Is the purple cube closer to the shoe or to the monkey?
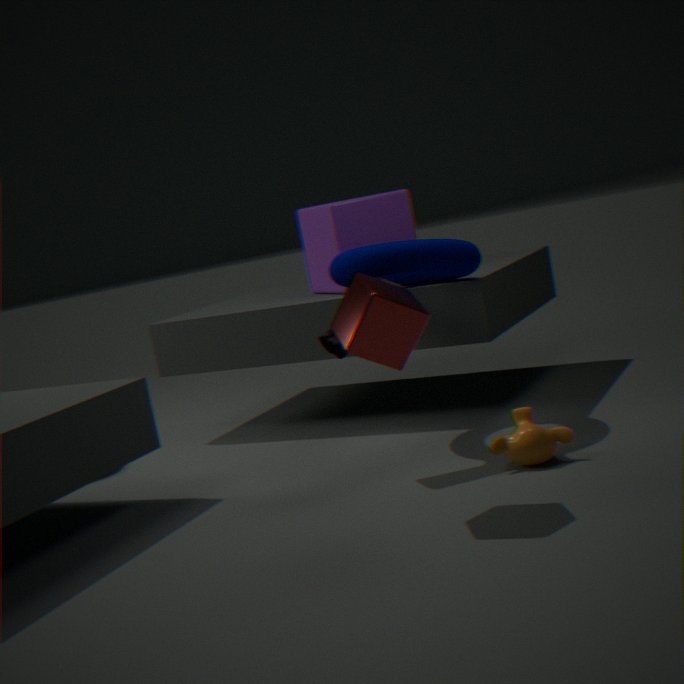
the shoe
